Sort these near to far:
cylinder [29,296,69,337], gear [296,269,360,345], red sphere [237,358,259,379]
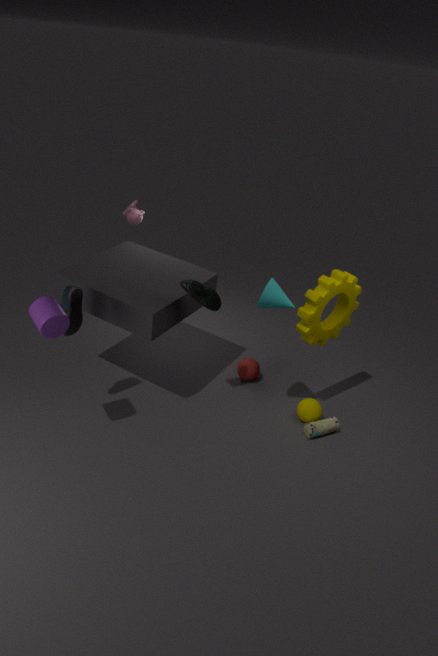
cylinder [29,296,69,337] → gear [296,269,360,345] → red sphere [237,358,259,379]
